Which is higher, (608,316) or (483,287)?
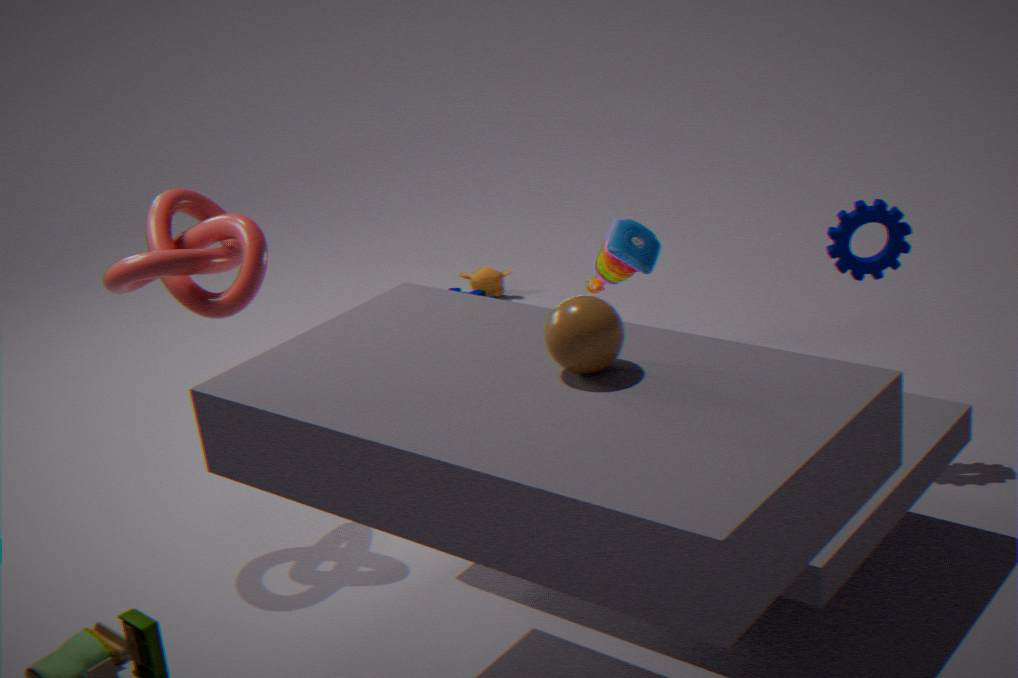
(608,316)
